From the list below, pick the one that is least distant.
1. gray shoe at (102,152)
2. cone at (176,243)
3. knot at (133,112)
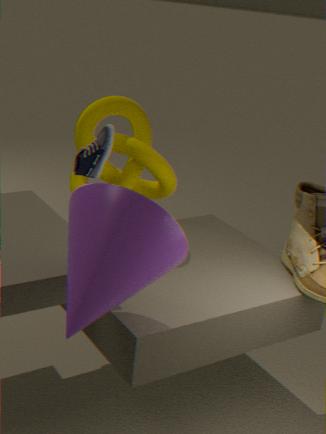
cone at (176,243)
